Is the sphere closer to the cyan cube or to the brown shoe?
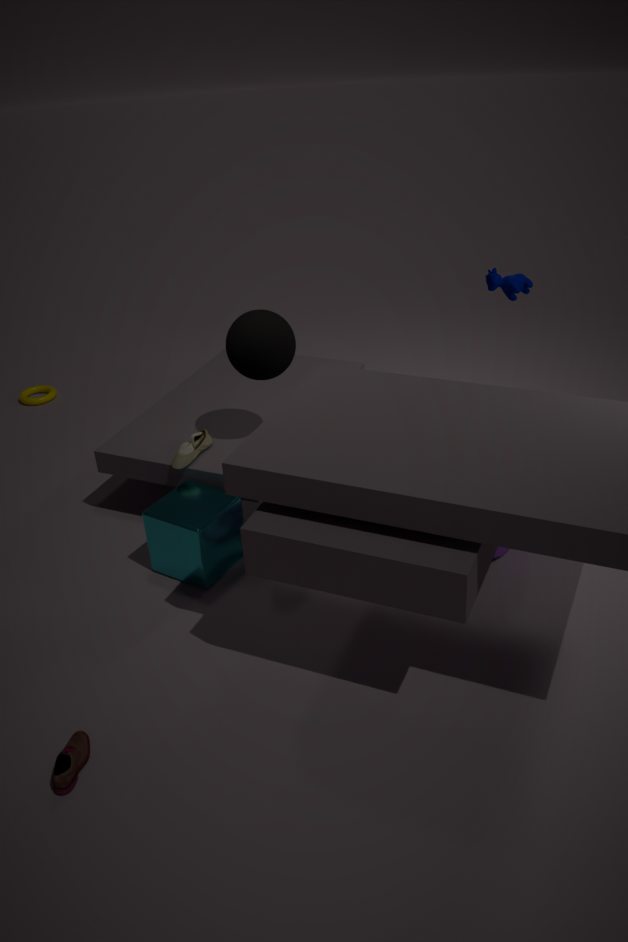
the brown shoe
